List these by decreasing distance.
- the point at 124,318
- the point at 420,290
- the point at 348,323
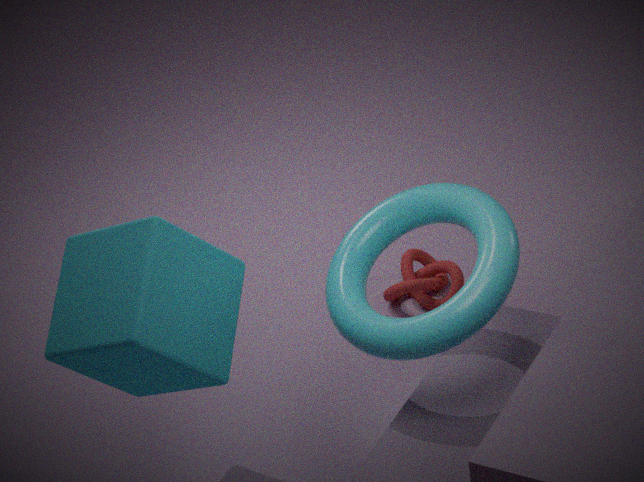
the point at 420,290 < the point at 348,323 < the point at 124,318
